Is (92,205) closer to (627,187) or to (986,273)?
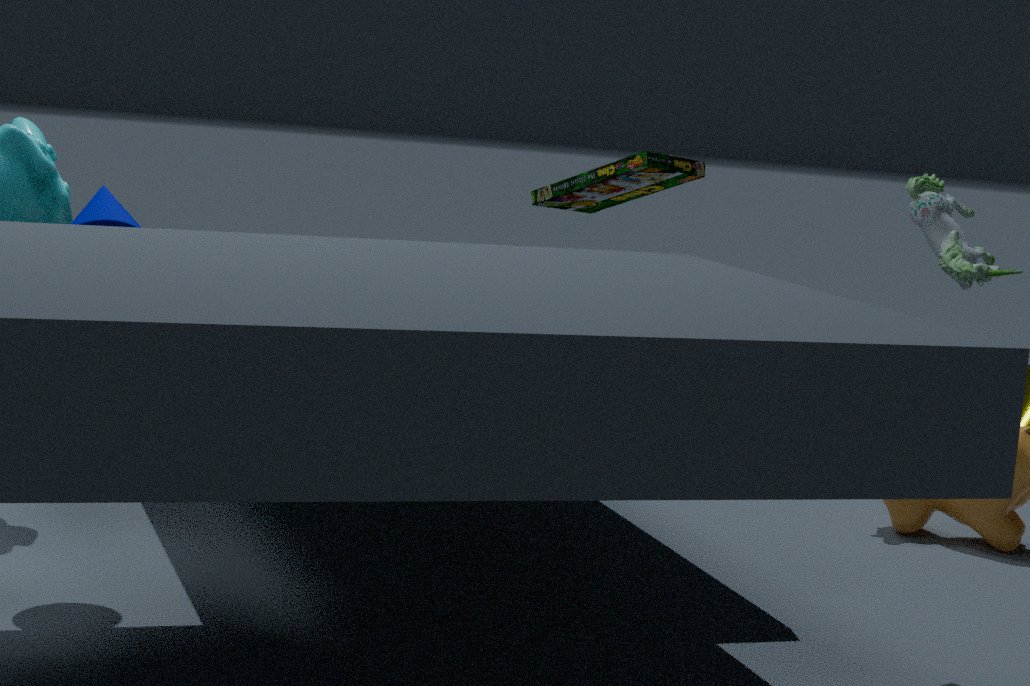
(627,187)
